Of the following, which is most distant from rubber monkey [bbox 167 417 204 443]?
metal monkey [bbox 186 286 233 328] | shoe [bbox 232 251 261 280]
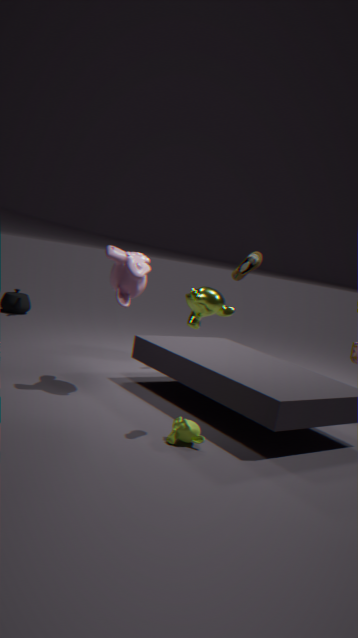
metal monkey [bbox 186 286 233 328]
